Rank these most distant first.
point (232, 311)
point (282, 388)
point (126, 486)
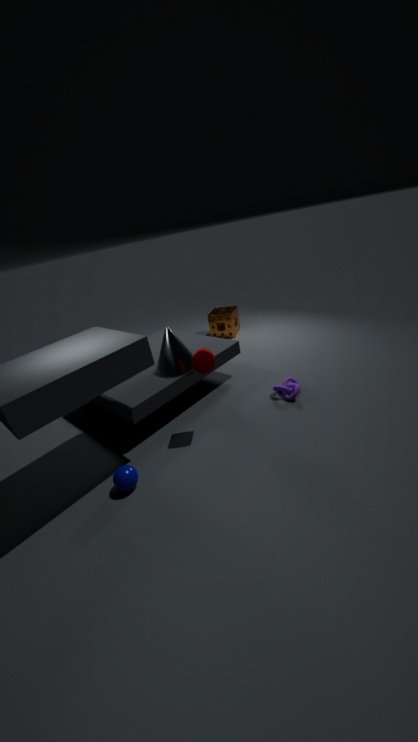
point (232, 311), point (282, 388), point (126, 486)
